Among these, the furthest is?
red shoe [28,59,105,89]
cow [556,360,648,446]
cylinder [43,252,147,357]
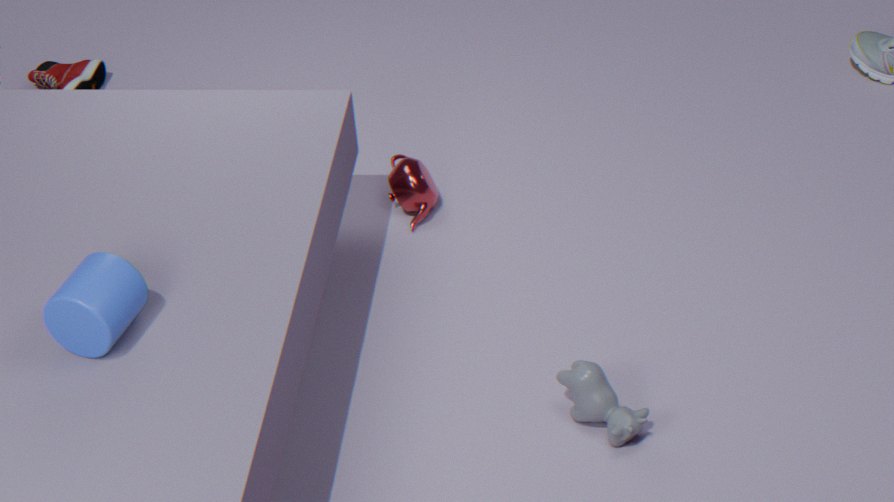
red shoe [28,59,105,89]
